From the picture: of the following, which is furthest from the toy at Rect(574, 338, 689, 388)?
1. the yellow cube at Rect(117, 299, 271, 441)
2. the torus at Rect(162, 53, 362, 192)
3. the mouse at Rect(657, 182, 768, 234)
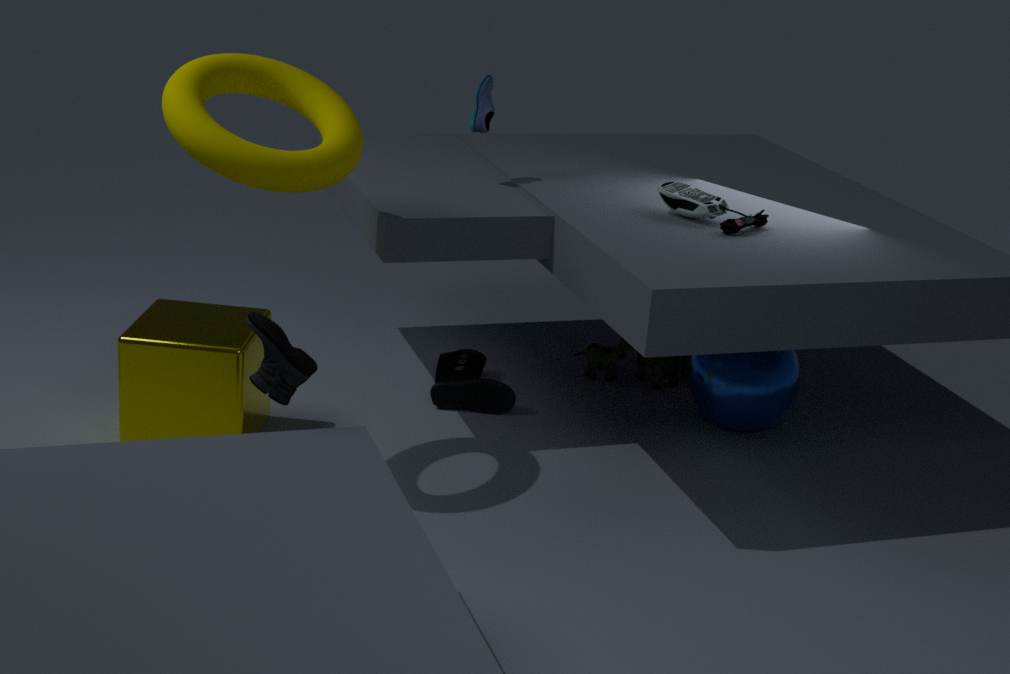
the torus at Rect(162, 53, 362, 192)
